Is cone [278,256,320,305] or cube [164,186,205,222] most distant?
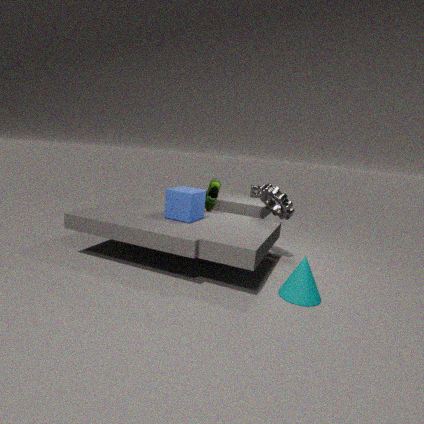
cube [164,186,205,222]
